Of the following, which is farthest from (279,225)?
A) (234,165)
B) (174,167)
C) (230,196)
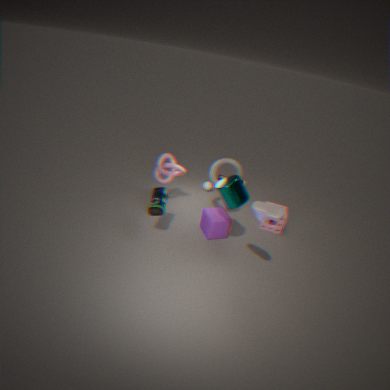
(174,167)
